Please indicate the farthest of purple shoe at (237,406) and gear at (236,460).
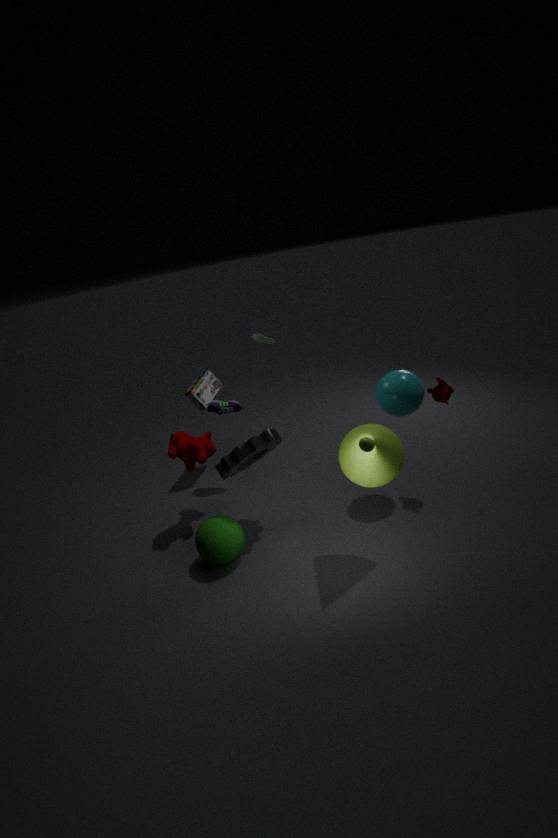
purple shoe at (237,406)
